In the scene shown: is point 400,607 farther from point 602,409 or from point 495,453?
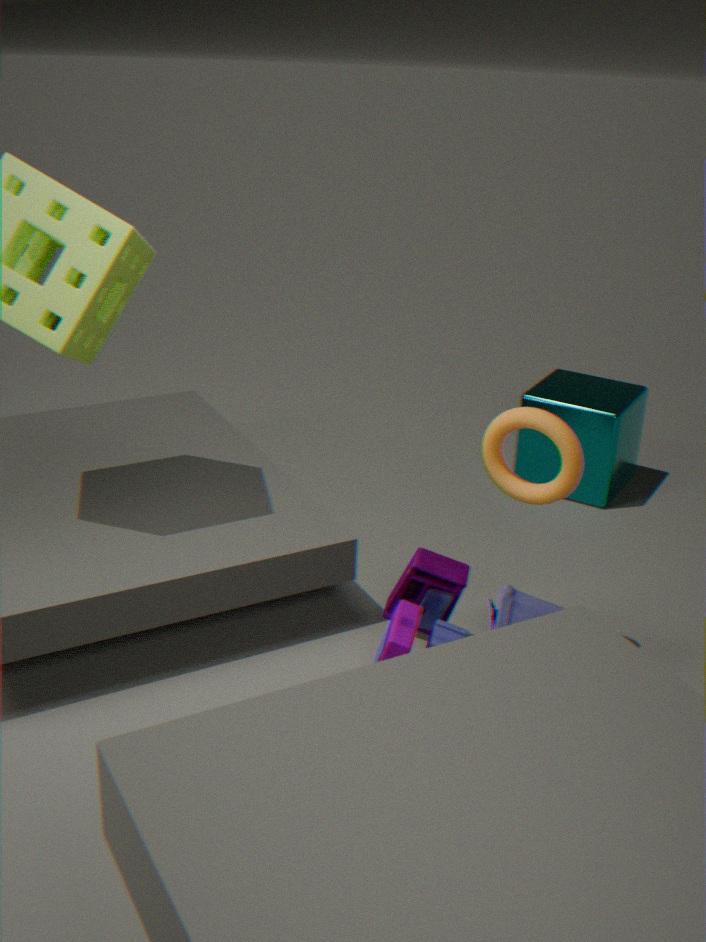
point 602,409
